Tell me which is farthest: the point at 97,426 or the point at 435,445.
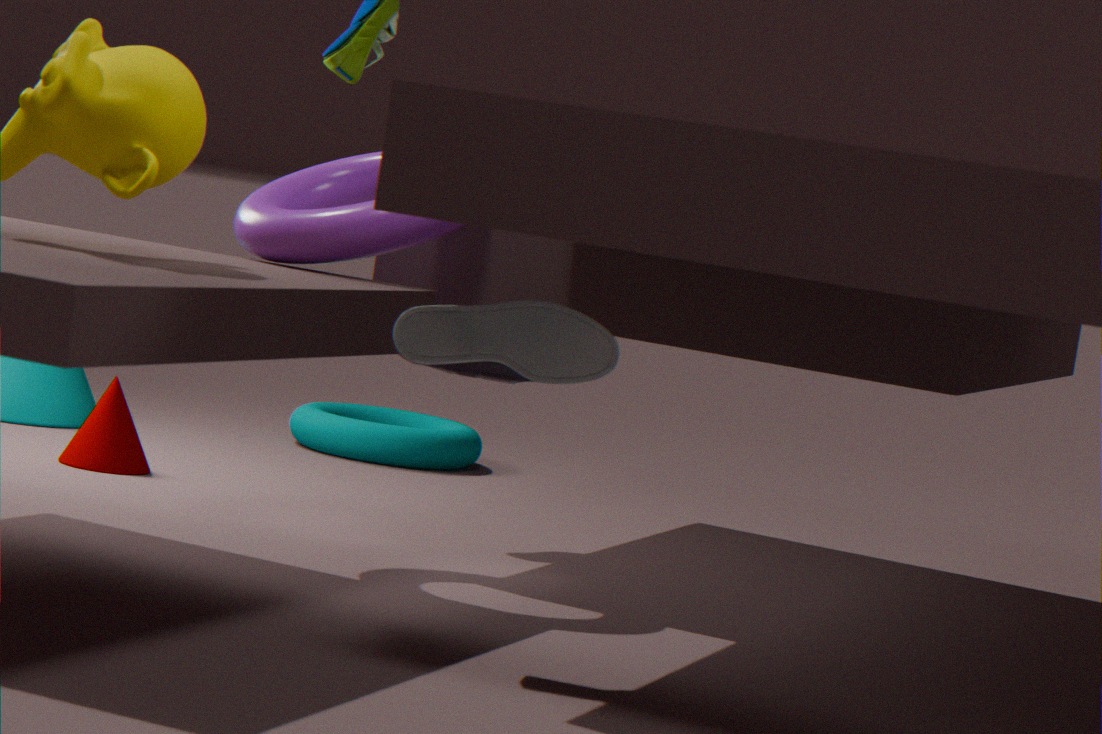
the point at 435,445
